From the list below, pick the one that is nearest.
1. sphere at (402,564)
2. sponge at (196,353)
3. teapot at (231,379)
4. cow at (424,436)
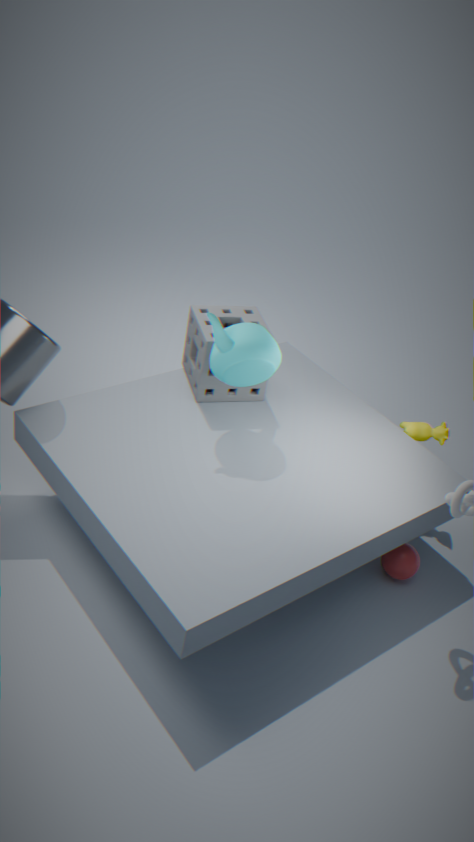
teapot at (231,379)
